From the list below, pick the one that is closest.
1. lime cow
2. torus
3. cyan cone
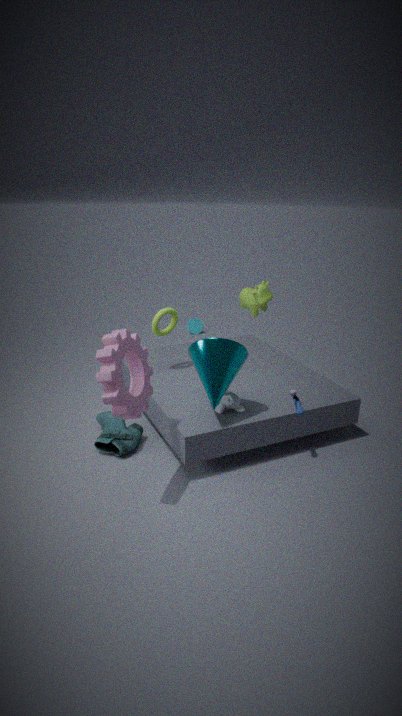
torus
